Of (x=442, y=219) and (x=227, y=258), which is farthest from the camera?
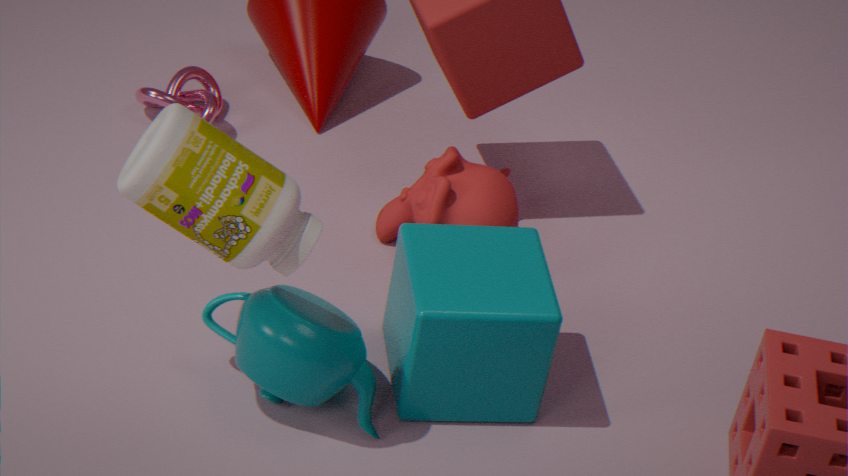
(x=442, y=219)
